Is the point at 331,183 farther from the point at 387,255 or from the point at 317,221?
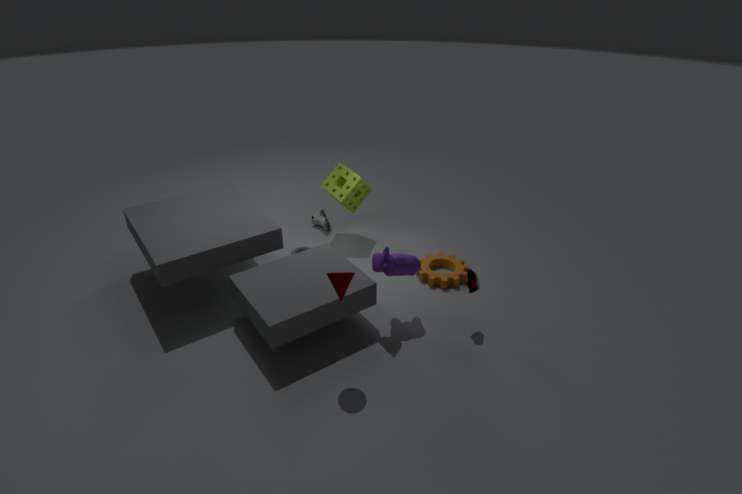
the point at 387,255
